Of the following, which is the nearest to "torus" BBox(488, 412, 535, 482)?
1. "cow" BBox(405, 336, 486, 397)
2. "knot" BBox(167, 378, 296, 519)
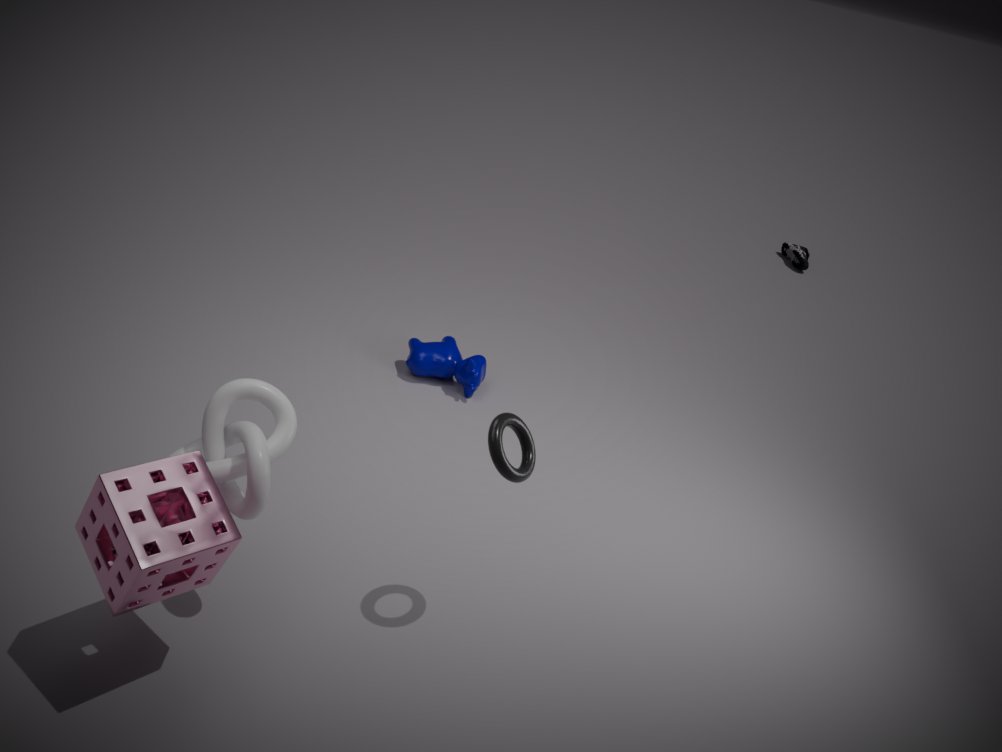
"knot" BBox(167, 378, 296, 519)
